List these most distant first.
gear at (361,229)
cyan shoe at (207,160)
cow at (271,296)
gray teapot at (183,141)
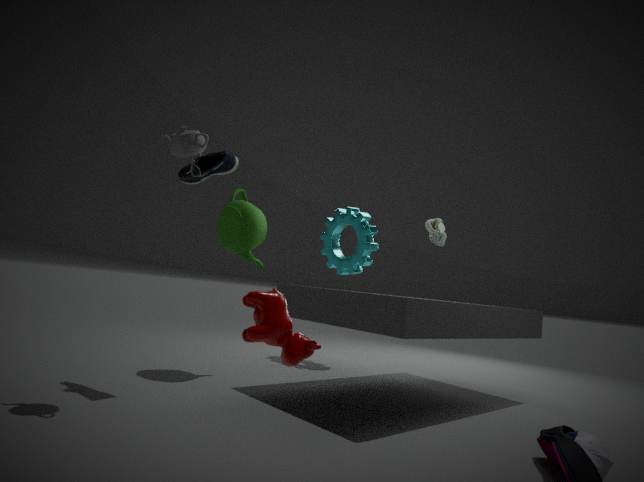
gear at (361,229), cyan shoe at (207,160), gray teapot at (183,141), cow at (271,296)
